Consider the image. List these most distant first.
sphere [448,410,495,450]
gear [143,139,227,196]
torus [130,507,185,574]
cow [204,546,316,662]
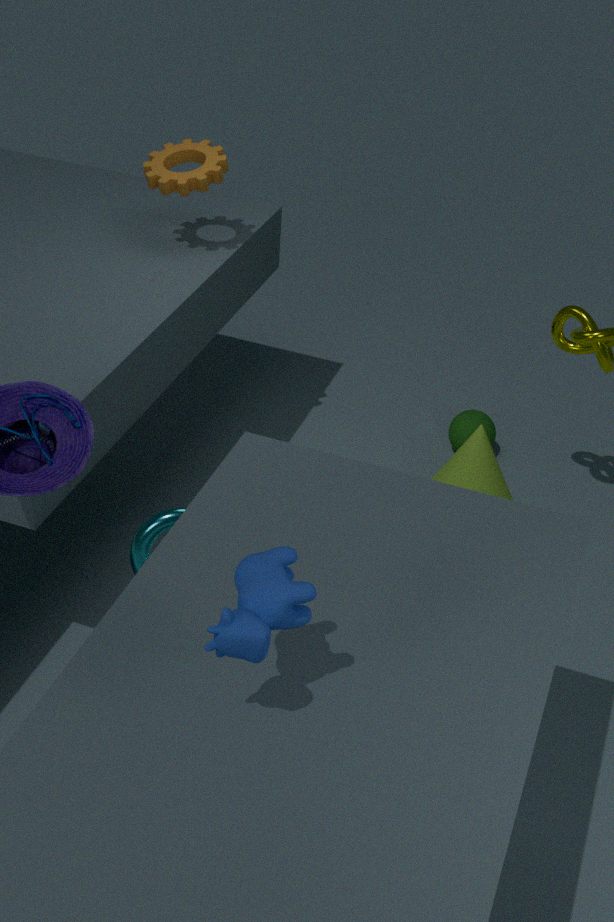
sphere [448,410,495,450] < gear [143,139,227,196] < torus [130,507,185,574] < cow [204,546,316,662]
